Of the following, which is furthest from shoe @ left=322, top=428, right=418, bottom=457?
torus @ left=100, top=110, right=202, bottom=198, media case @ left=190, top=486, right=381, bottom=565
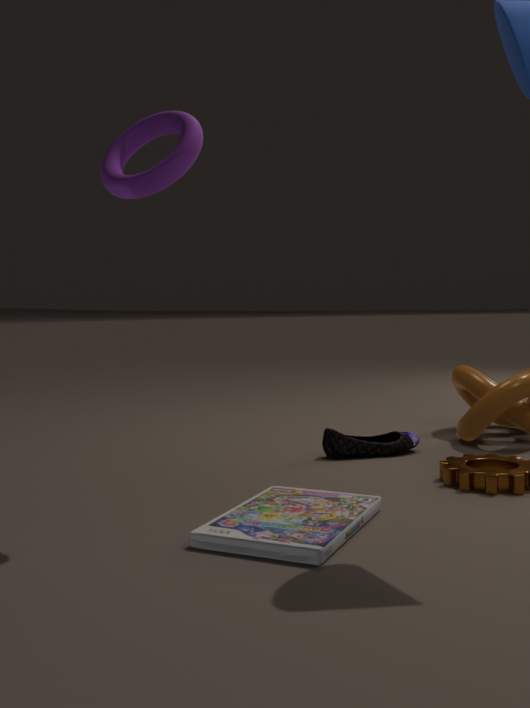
torus @ left=100, top=110, right=202, bottom=198
